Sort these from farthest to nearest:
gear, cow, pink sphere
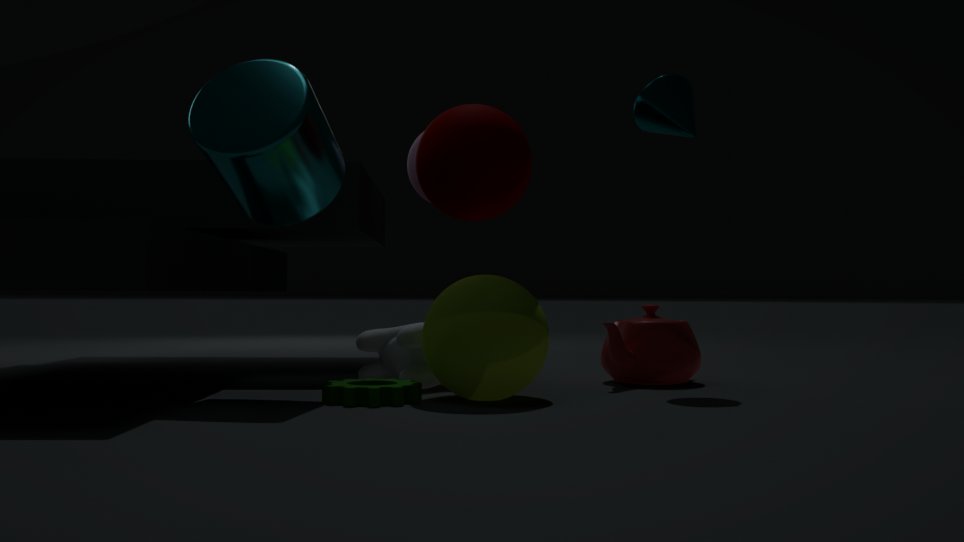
1. pink sphere
2. cow
3. gear
